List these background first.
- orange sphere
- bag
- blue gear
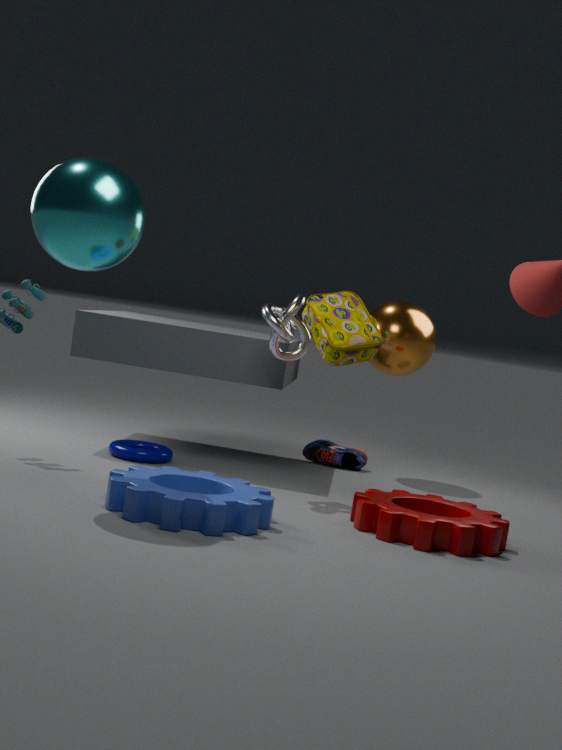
1. orange sphere
2. bag
3. blue gear
